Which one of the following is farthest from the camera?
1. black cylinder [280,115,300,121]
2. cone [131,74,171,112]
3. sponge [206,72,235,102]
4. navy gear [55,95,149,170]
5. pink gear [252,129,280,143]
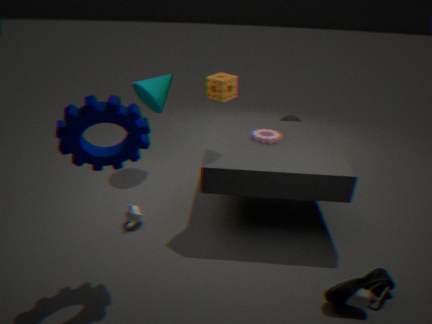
black cylinder [280,115,300,121]
